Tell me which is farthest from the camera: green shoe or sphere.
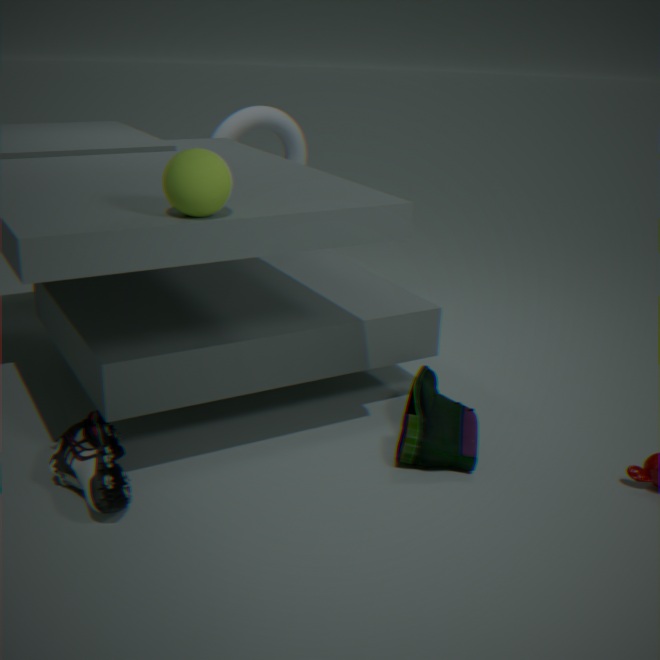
green shoe
